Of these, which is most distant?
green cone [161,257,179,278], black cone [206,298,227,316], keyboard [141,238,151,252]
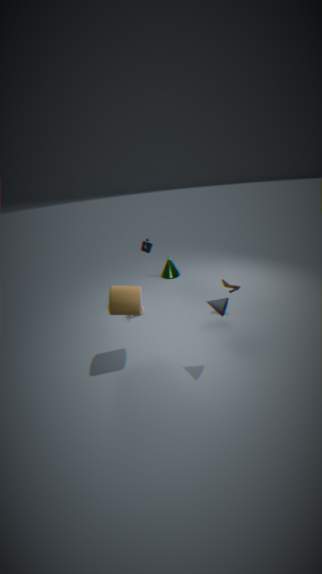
green cone [161,257,179,278]
